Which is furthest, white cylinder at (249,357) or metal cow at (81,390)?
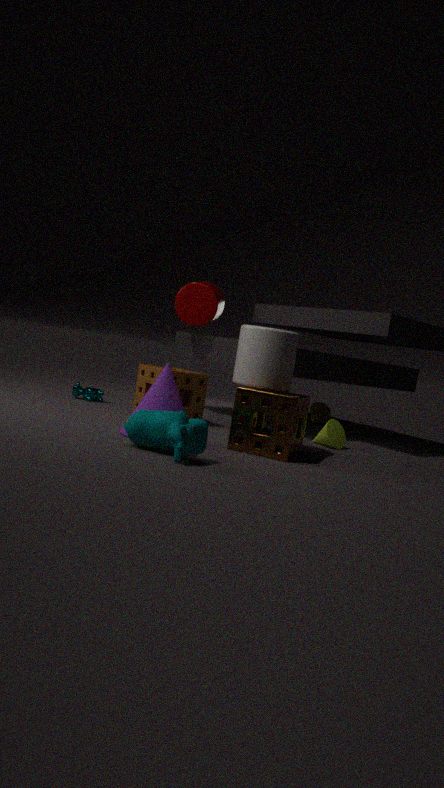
metal cow at (81,390)
